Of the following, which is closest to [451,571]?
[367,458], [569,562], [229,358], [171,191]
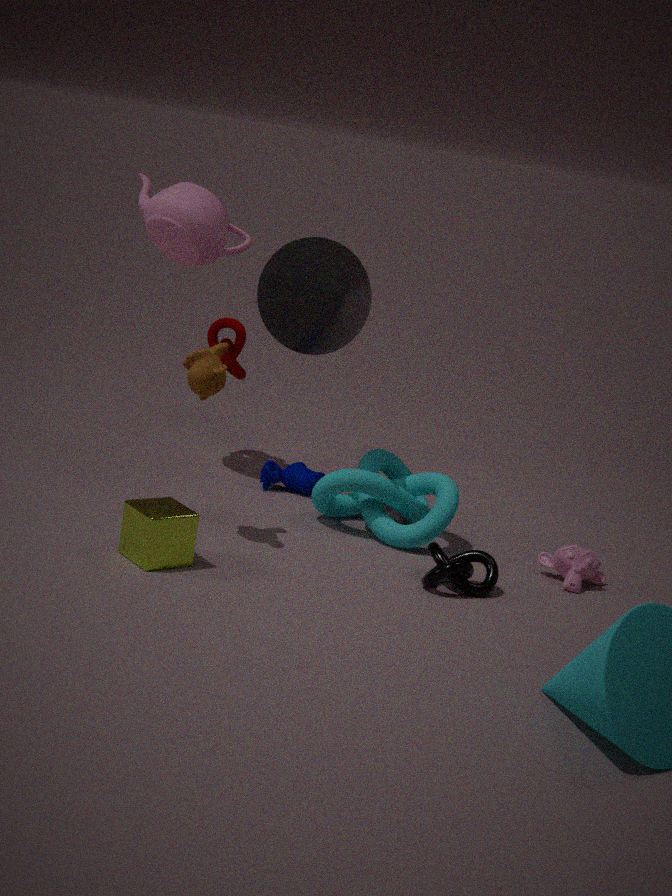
[569,562]
